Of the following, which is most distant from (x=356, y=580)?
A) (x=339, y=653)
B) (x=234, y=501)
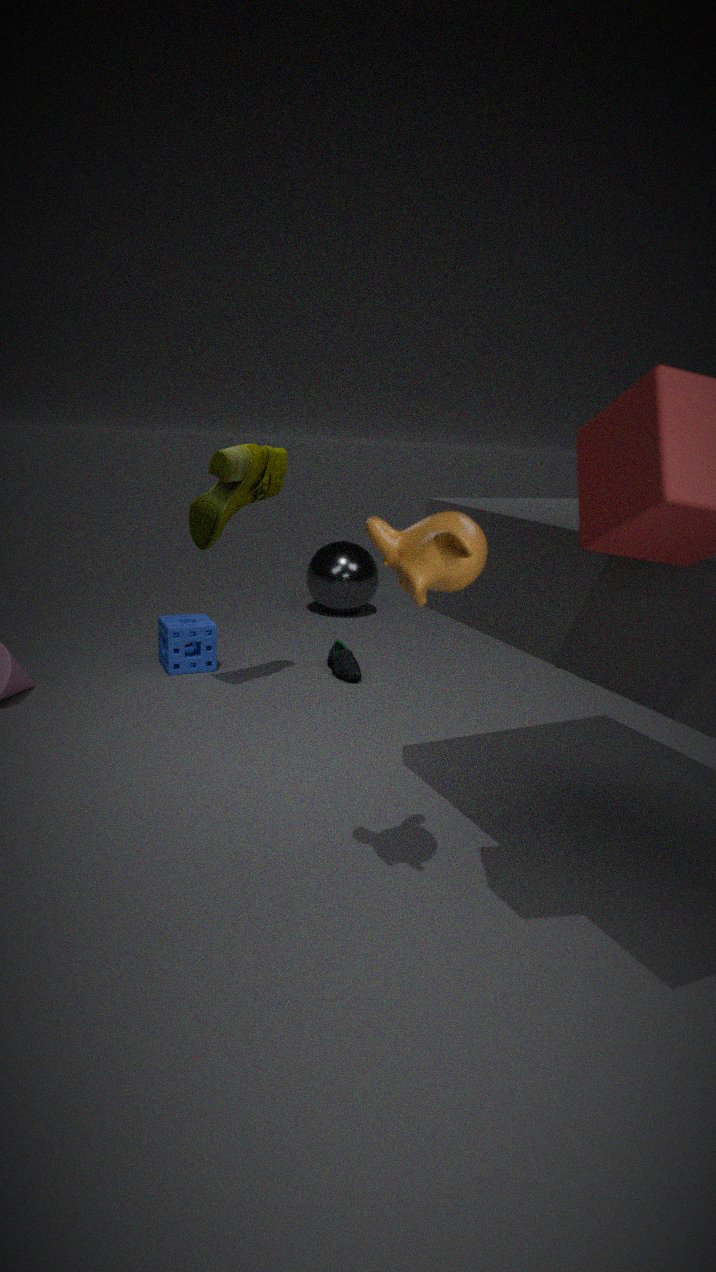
(x=234, y=501)
